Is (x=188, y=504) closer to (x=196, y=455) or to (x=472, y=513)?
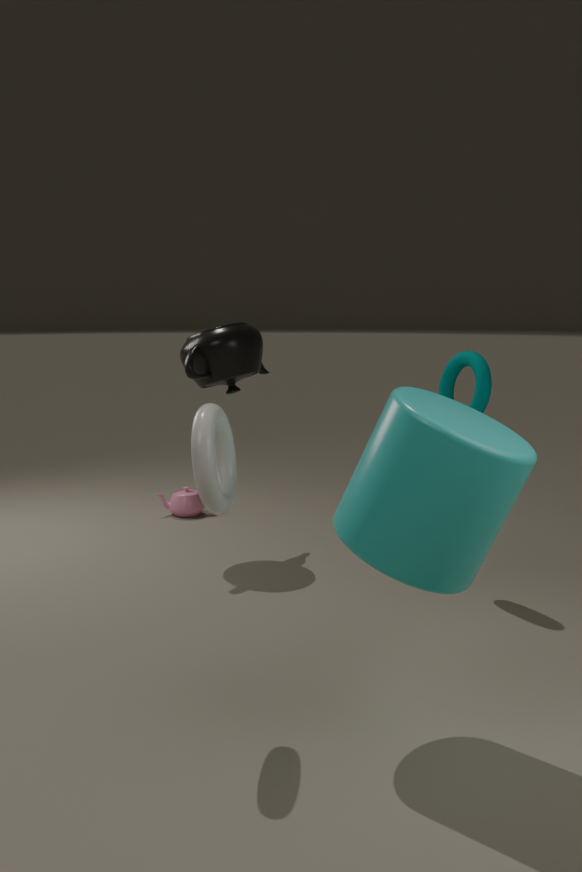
(x=196, y=455)
